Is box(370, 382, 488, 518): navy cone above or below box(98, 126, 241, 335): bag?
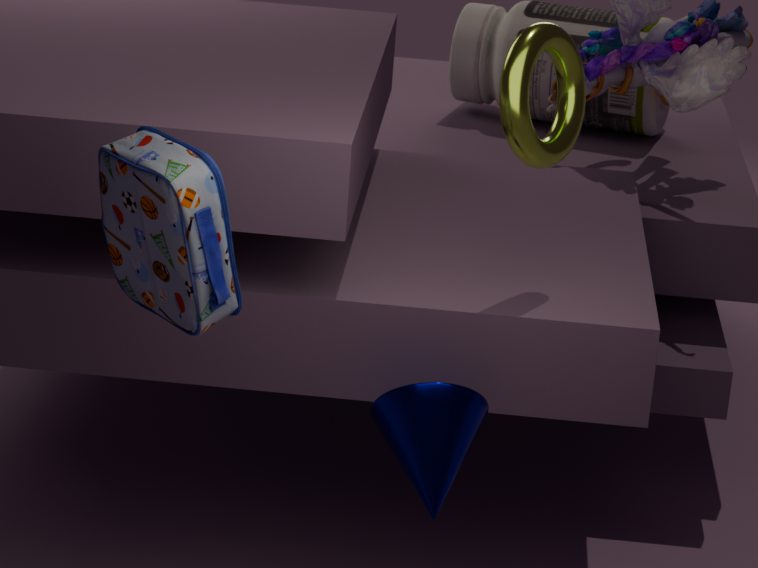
below
